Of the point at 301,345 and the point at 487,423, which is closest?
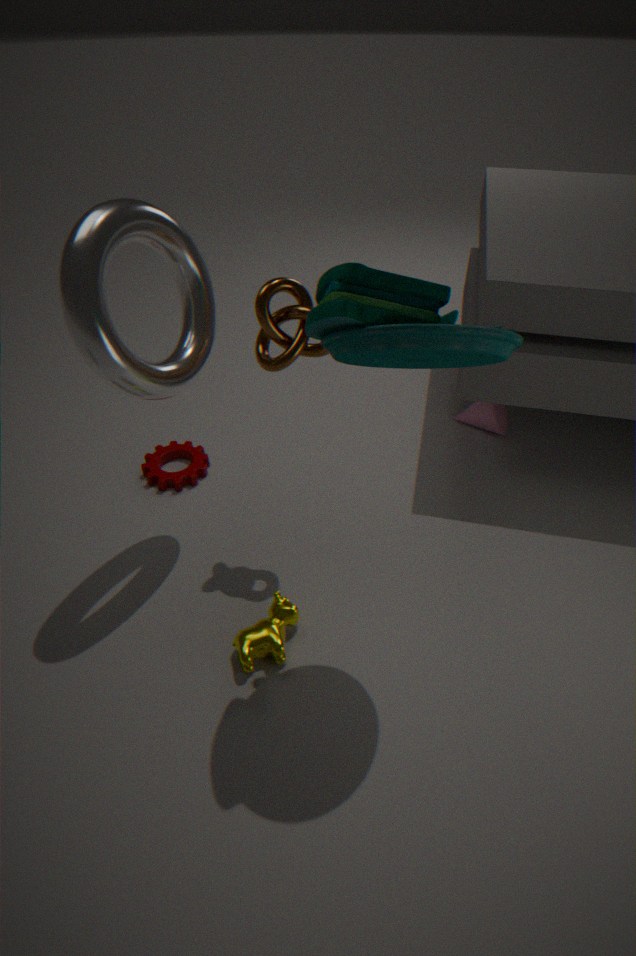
the point at 301,345
